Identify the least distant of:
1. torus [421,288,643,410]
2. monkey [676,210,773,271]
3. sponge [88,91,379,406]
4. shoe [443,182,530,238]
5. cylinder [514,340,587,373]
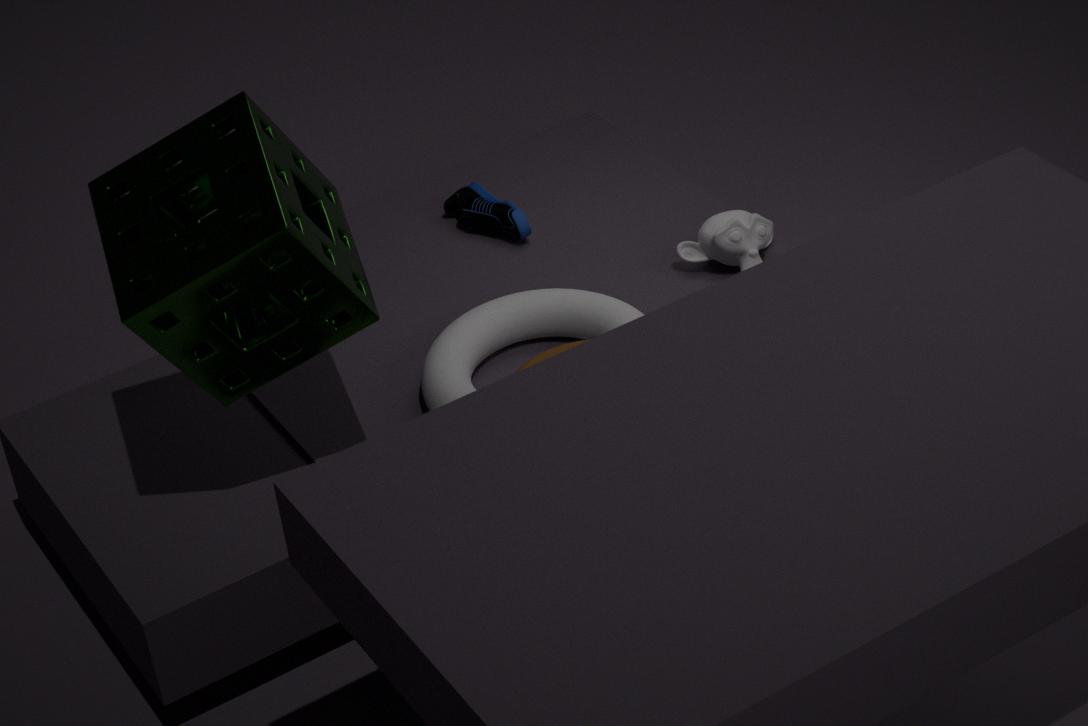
sponge [88,91,379,406]
